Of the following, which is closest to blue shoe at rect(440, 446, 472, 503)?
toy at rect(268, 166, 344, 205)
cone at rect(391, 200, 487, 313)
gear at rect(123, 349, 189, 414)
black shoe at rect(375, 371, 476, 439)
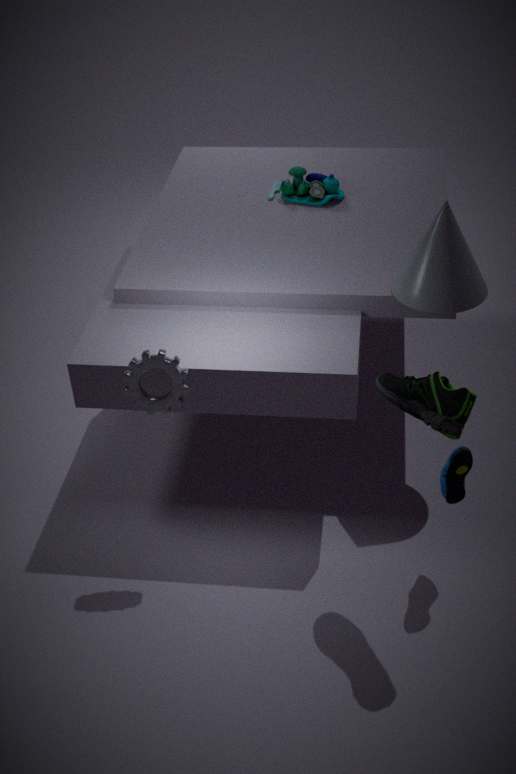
black shoe at rect(375, 371, 476, 439)
